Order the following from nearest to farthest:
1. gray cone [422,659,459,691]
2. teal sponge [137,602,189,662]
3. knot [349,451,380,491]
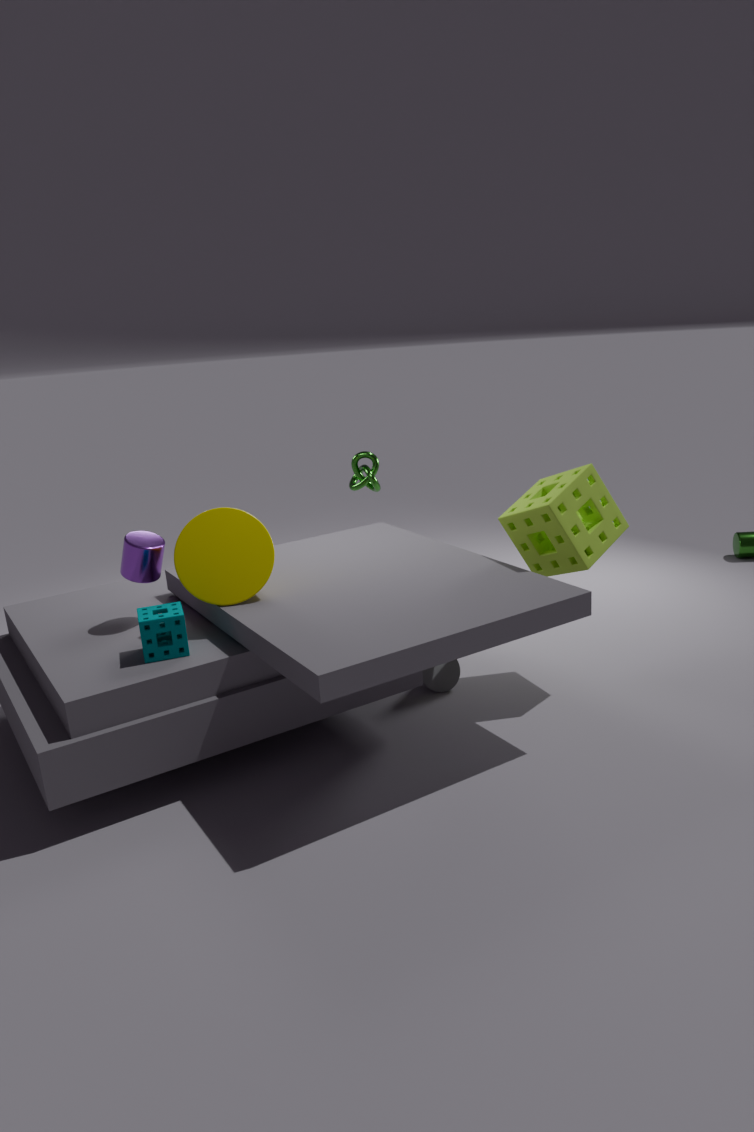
teal sponge [137,602,189,662] < gray cone [422,659,459,691] < knot [349,451,380,491]
